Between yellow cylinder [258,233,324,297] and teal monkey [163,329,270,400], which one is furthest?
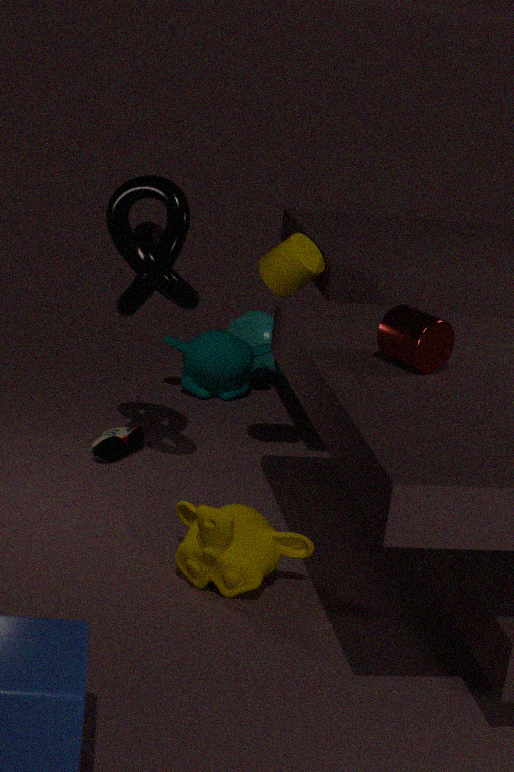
teal monkey [163,329,270,400]
